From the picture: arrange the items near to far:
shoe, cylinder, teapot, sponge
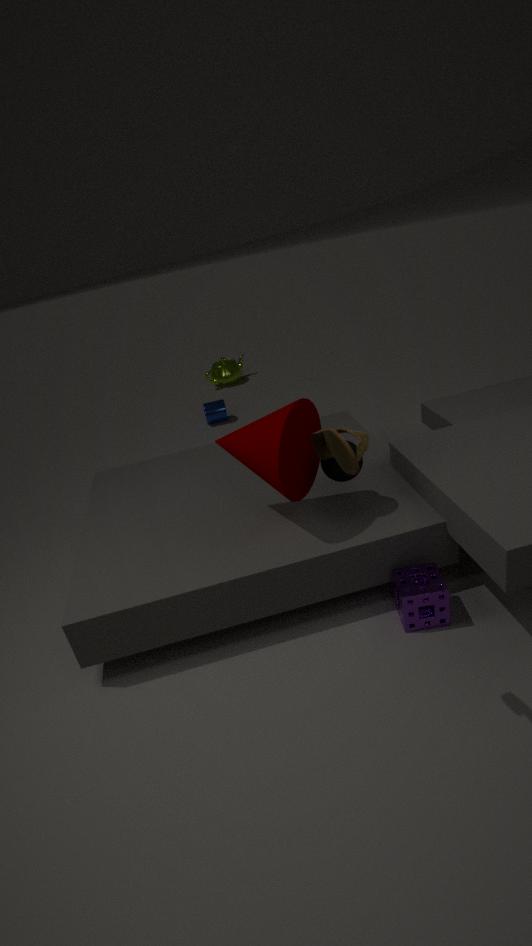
shoe, sponge, cylinder, teapot
